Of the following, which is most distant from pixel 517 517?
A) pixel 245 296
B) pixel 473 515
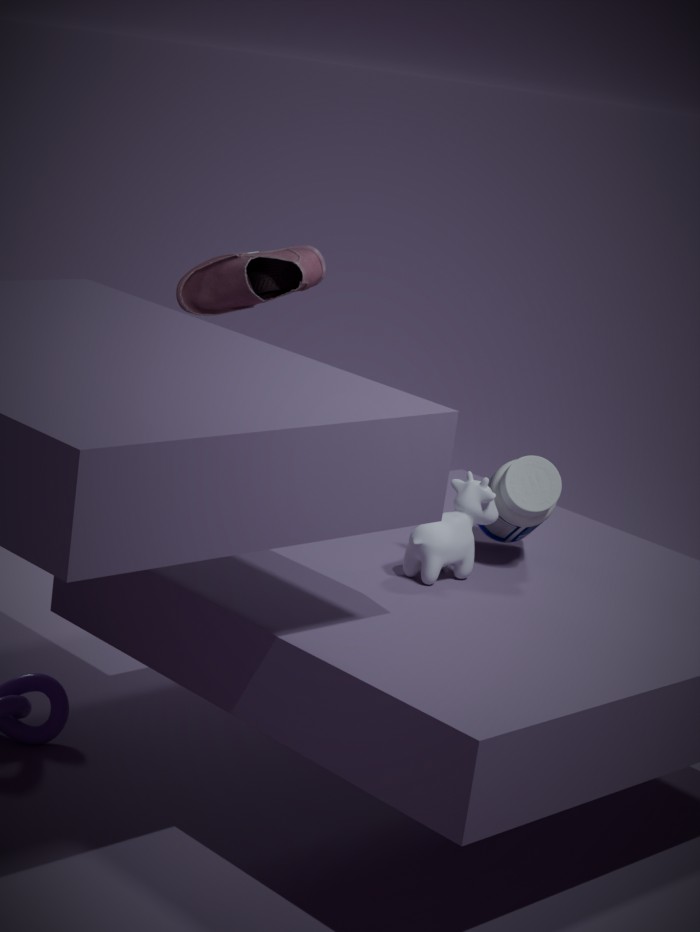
pixel 245 296
